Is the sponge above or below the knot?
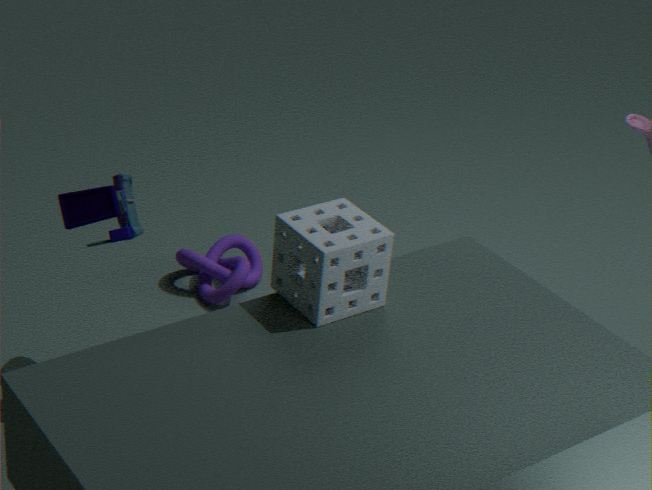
above
